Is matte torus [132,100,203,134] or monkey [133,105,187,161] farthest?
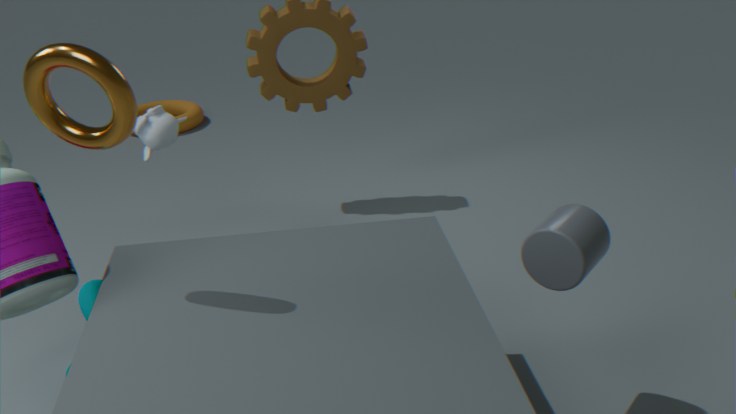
matte torus [132,100,203,134]
